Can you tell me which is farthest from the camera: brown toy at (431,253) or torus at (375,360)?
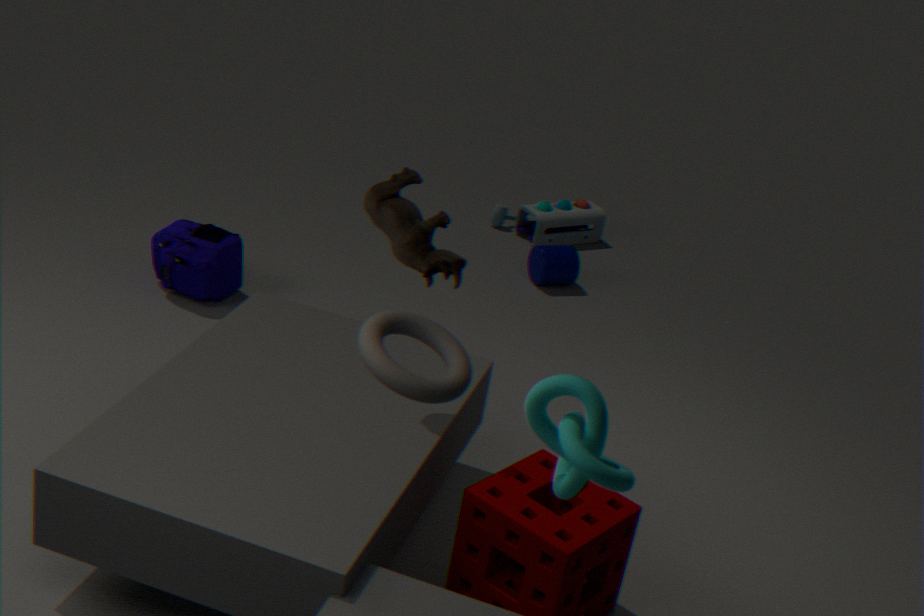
brown toy at (431,253)
